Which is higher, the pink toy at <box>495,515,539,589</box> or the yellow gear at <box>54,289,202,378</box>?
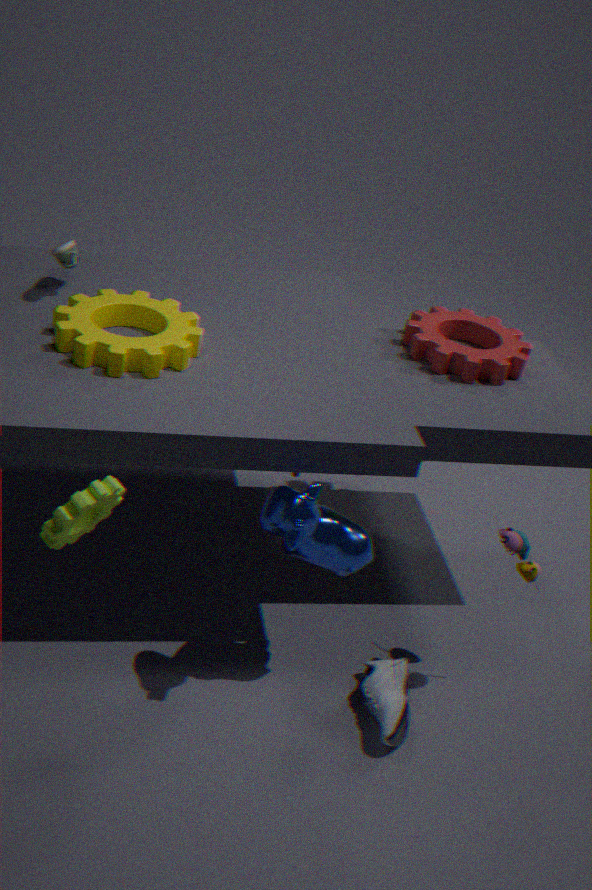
the yellow gear at <box>54,289,202,378</box>
